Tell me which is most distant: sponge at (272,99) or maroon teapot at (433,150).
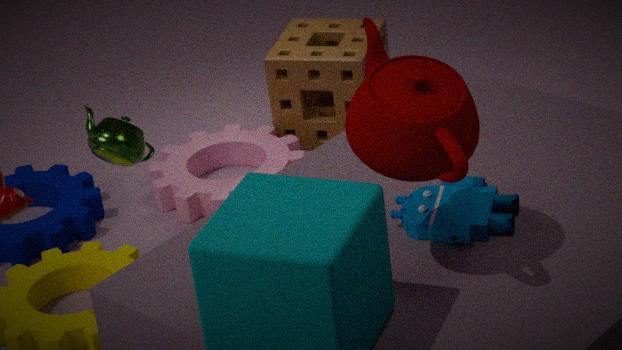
sponge at (272,99)
